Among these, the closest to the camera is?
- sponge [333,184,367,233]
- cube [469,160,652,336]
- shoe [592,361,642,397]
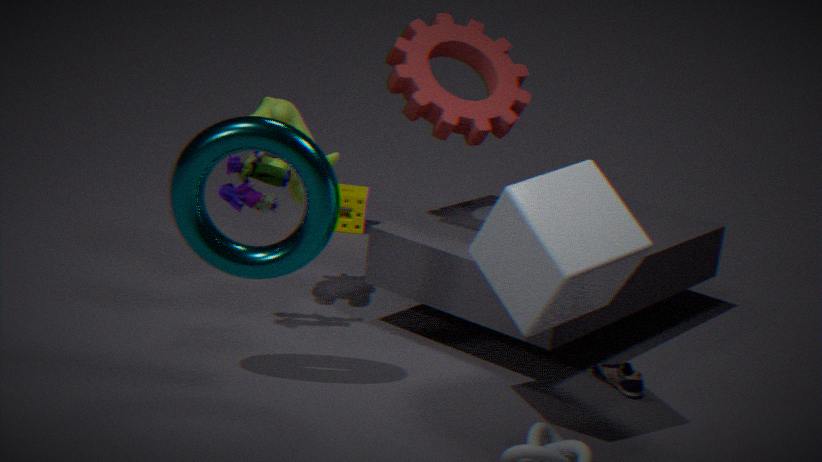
cube [469,160,652,336]
